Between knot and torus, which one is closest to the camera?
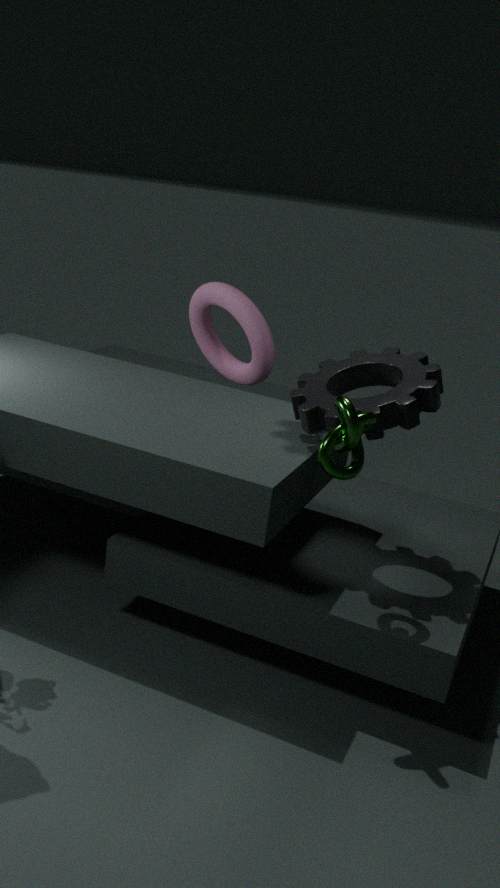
knot
